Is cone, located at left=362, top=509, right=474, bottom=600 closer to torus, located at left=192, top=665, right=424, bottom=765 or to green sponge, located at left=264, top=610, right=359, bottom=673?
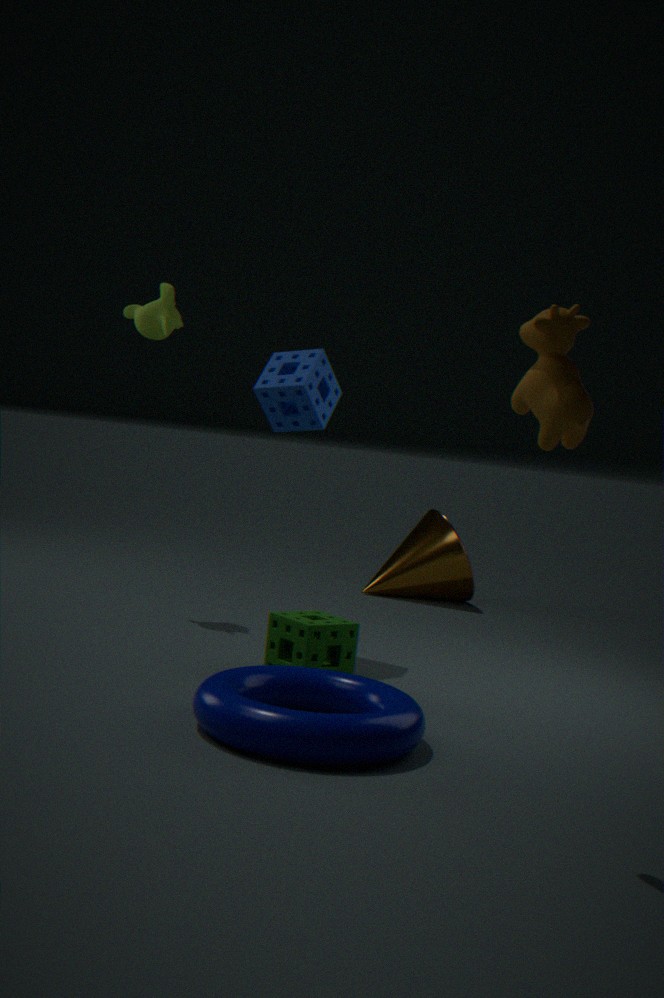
green sponge, located at left=264, top=610, right=359, bottom=673
